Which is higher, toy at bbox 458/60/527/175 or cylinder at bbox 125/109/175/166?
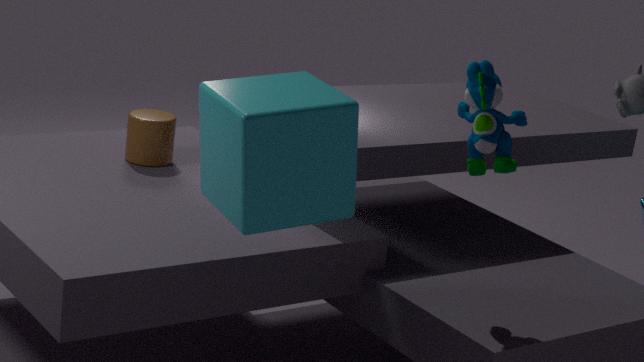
toy at bbox 458/60/527/175
